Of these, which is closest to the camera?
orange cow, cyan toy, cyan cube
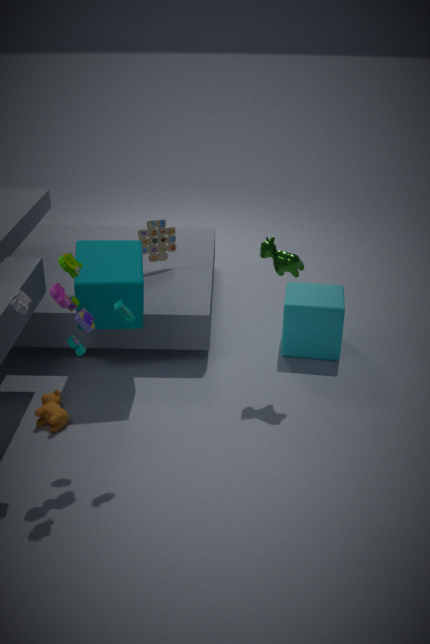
cyan toy
